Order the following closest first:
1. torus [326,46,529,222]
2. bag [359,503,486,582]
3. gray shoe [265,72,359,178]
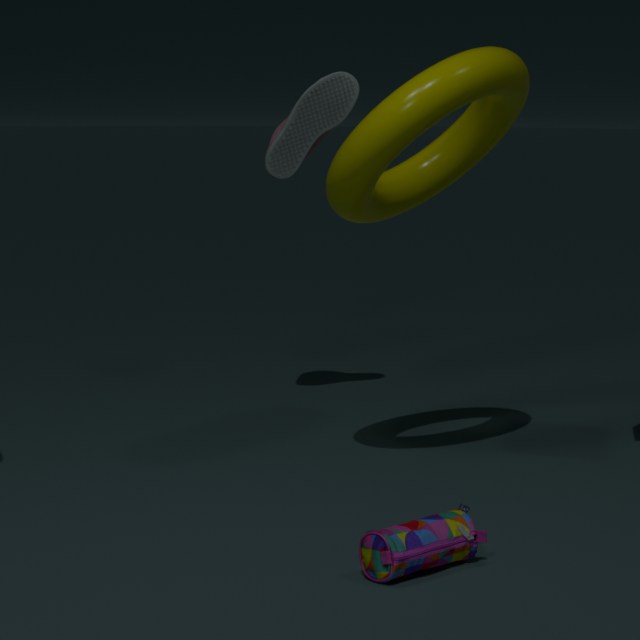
bag [359,503,486,582], torus [326,46,529,222], gray shoe [265,72,359,178]
